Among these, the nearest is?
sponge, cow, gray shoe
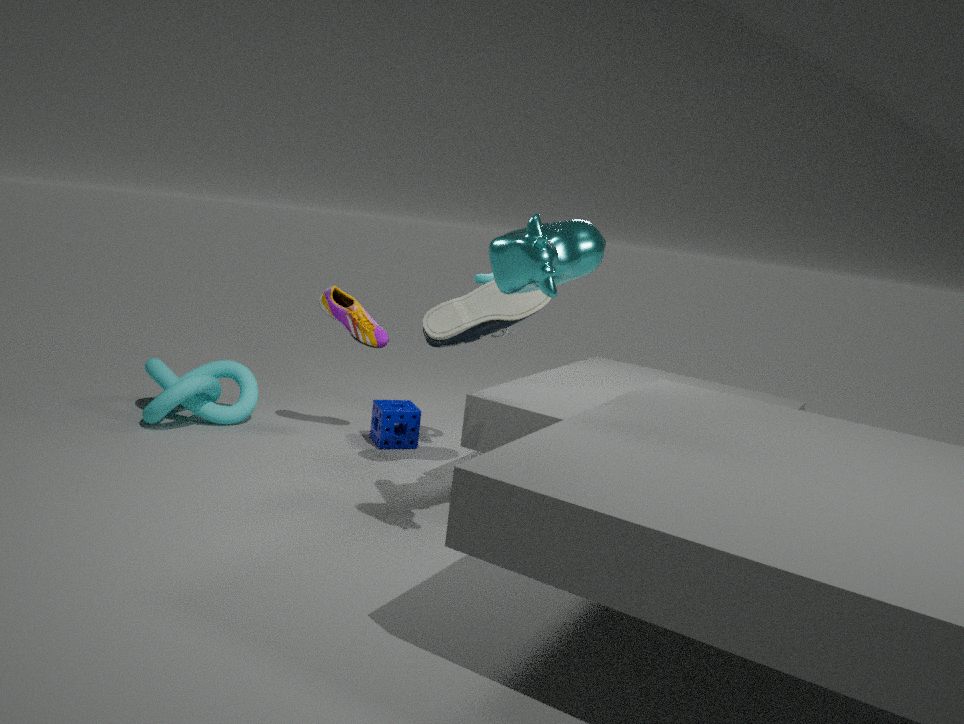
Result: cow
